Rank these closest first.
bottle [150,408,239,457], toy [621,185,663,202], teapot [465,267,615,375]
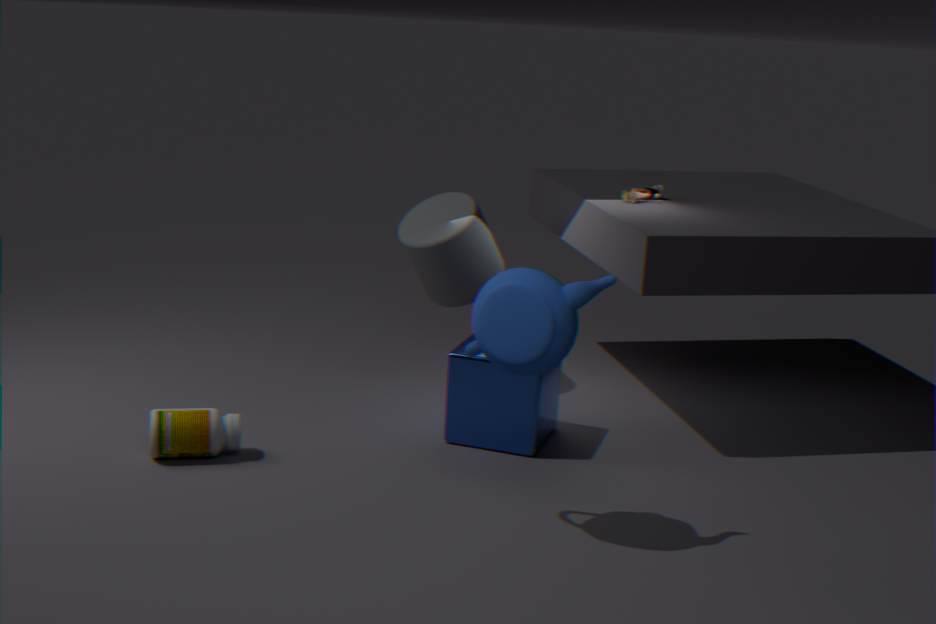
teapot [465,267,615,375]
bottle [150,408,239,457]
toy [621,185,663,202]
